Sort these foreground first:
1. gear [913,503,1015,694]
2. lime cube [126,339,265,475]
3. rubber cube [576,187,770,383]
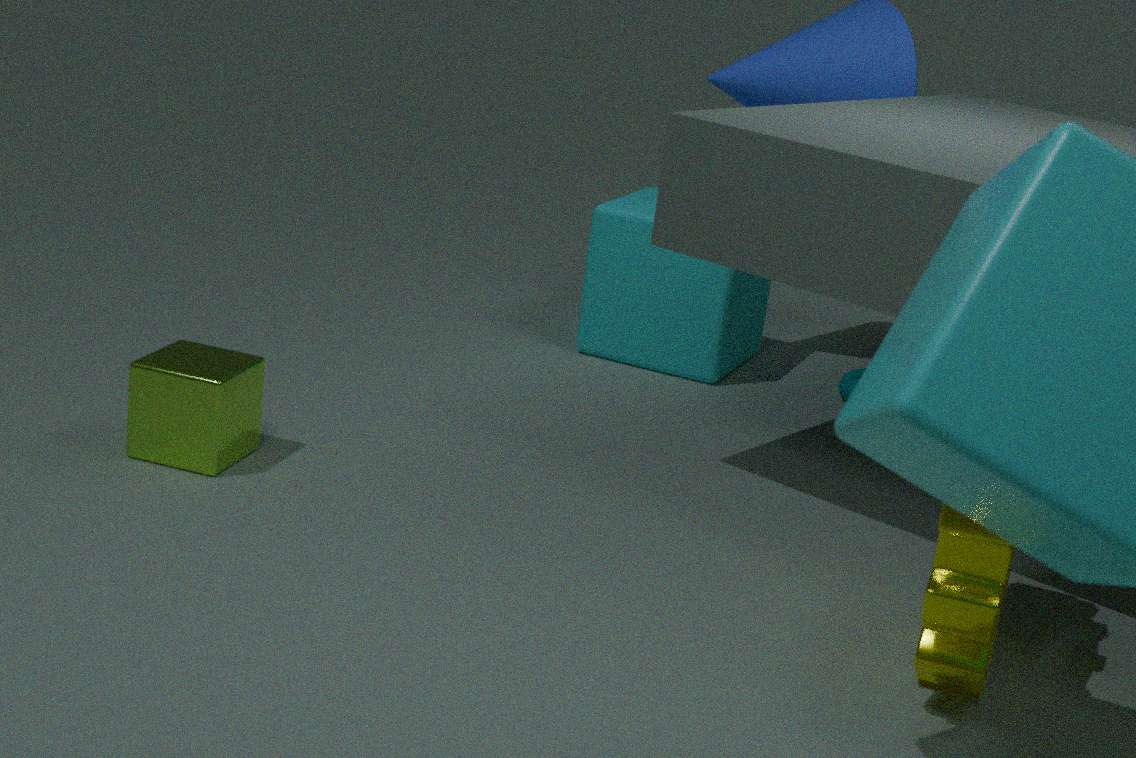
gear [913,503,1015,694] → lime cube [126,339,265,475] → rubber cube [576,187,770,383]
